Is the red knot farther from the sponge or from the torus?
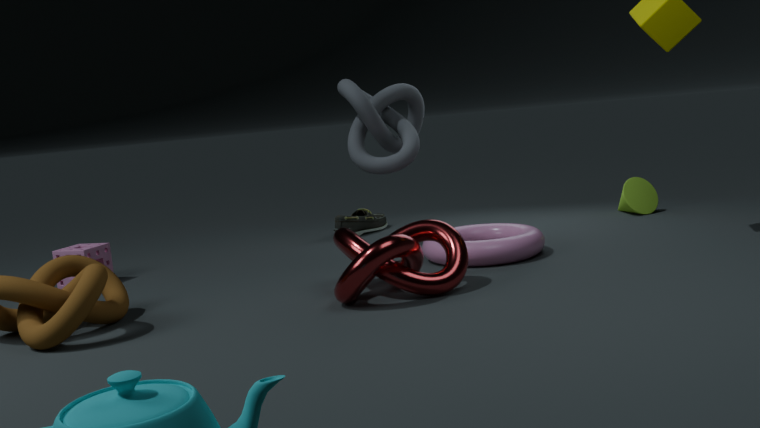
the sponge
